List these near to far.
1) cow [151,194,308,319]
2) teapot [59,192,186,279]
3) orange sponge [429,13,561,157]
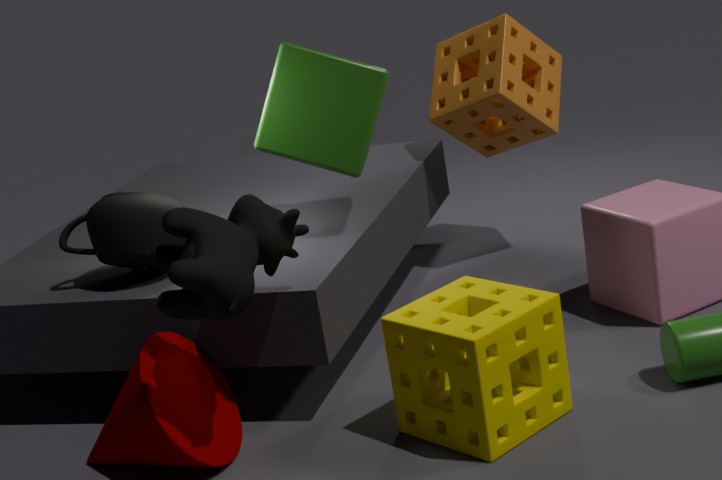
1. cow [151,194,308,319] < 2. teapot [59,192,186,279] < 3. orange sponge [429,13,561,157]
